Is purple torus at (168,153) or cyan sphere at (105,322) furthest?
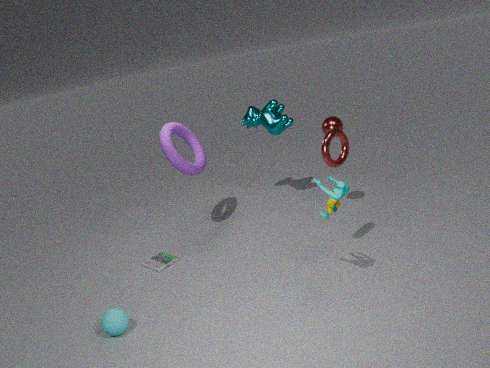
purple torus at (168,153)
